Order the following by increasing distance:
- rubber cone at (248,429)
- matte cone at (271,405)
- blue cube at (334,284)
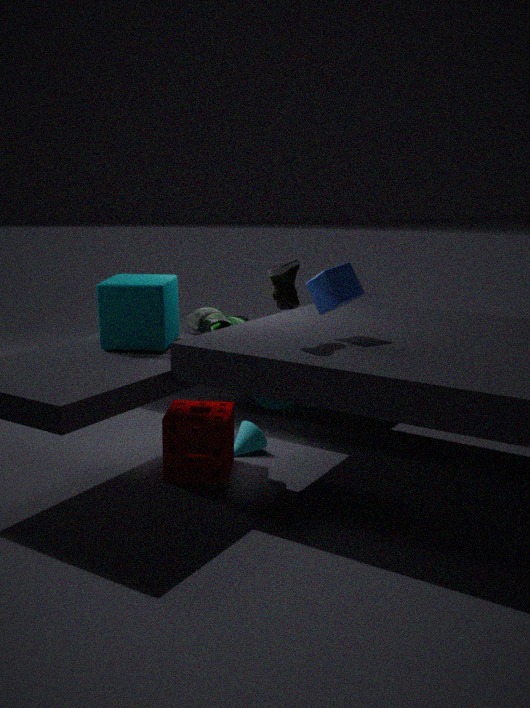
blue cube at (334,284) < rubber cone at (248,429) < matte cone at (271,405)
